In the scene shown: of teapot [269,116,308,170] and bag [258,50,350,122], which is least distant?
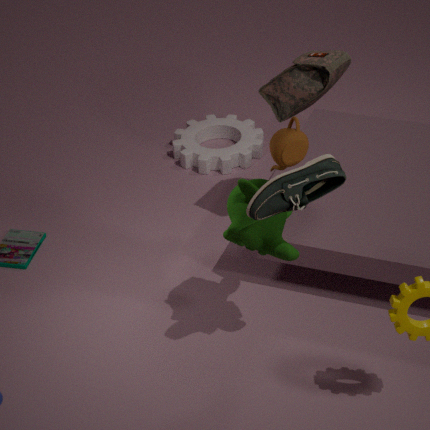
teapot [269,116,308,170]
